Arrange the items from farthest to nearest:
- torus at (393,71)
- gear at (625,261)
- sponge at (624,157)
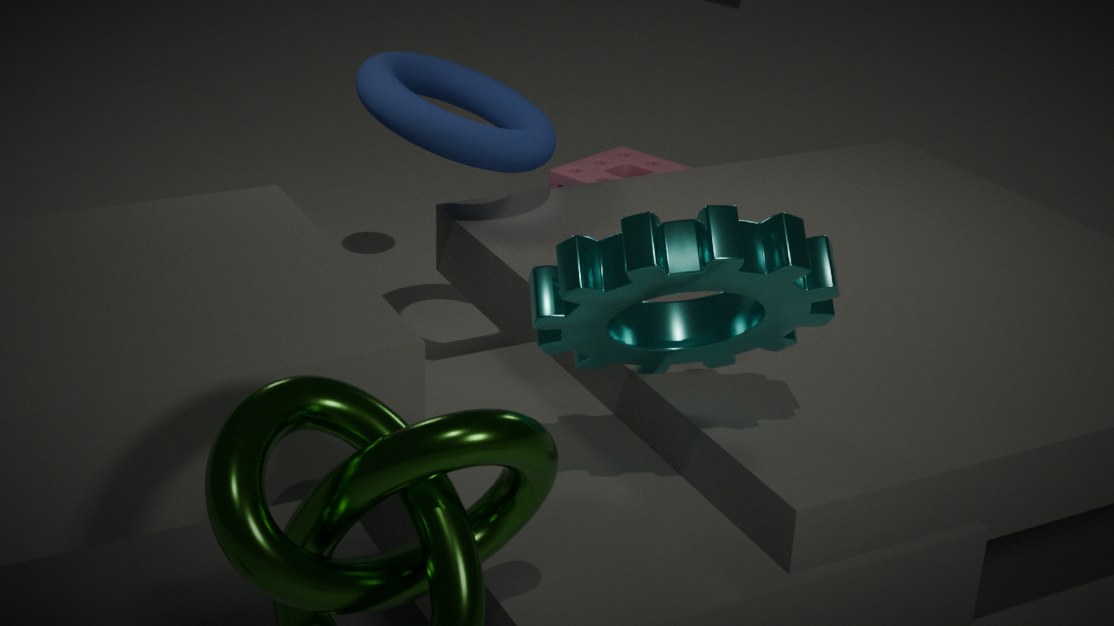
sponge at (624,157) → torus at (393,71) → gear at (625,261)
